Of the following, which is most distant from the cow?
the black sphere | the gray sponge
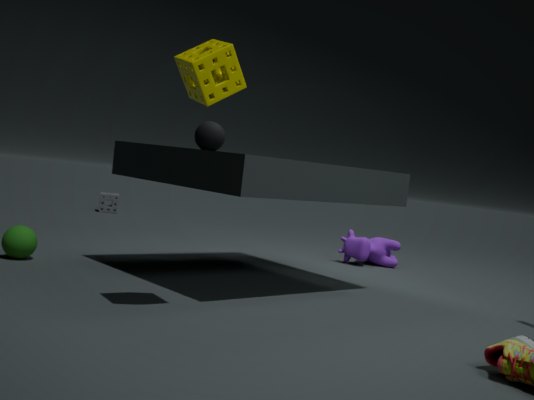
the gray sponge
